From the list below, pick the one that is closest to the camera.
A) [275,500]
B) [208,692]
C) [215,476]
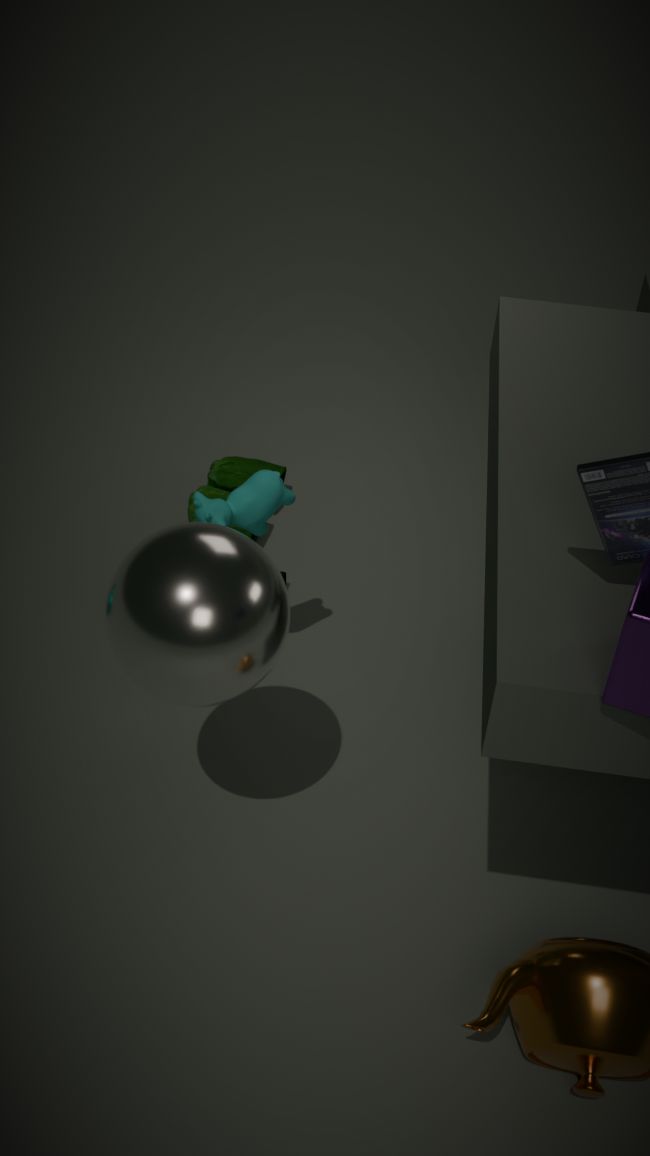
[208,692]
